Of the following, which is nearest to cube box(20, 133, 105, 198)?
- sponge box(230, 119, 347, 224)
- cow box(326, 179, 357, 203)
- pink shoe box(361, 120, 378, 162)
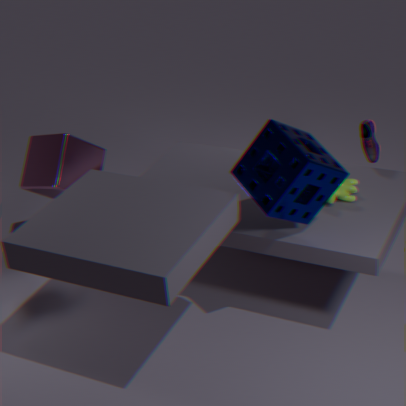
sponge box(230, 119, 347, 224)
